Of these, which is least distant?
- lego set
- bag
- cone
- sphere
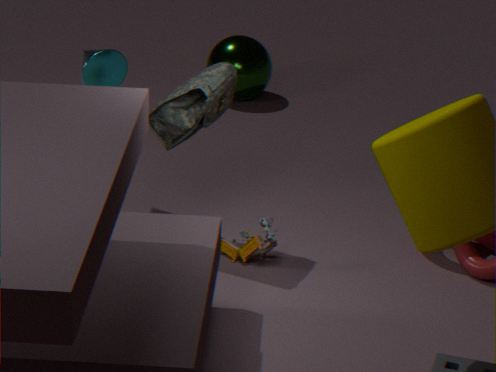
bag
